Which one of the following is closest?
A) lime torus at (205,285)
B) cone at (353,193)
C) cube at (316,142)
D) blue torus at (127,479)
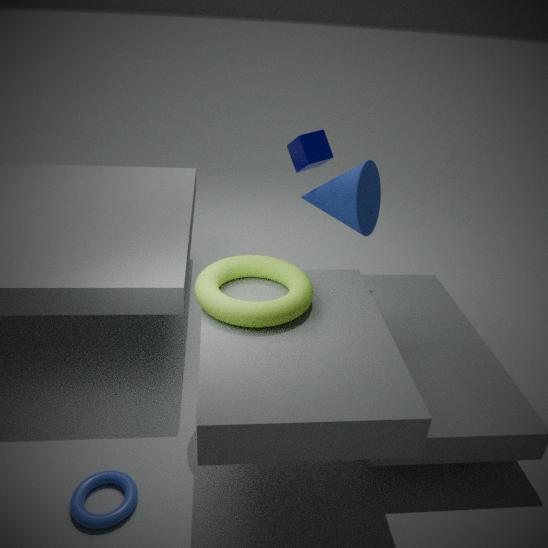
blue torus at (127,479)
